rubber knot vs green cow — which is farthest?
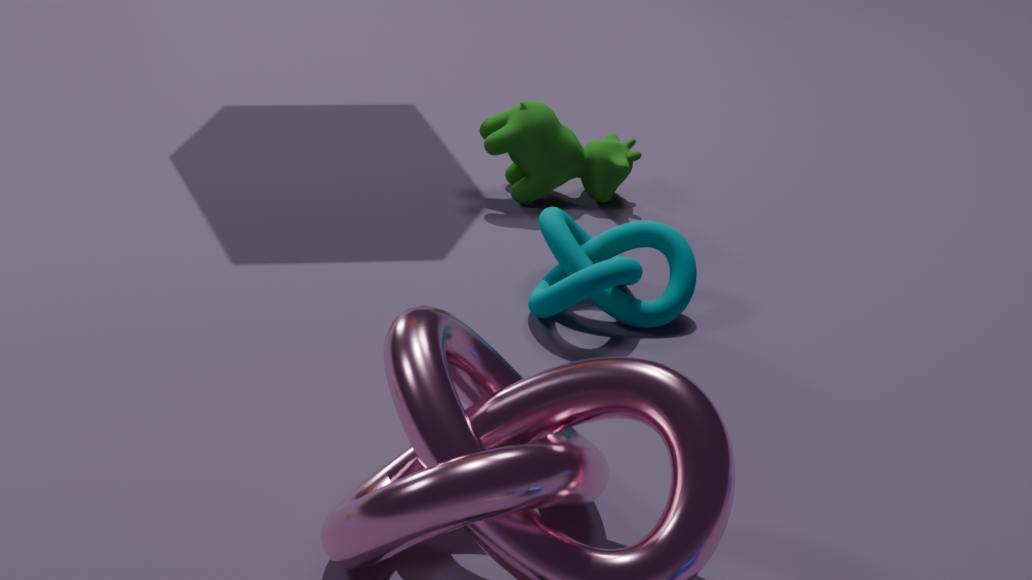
green cow
